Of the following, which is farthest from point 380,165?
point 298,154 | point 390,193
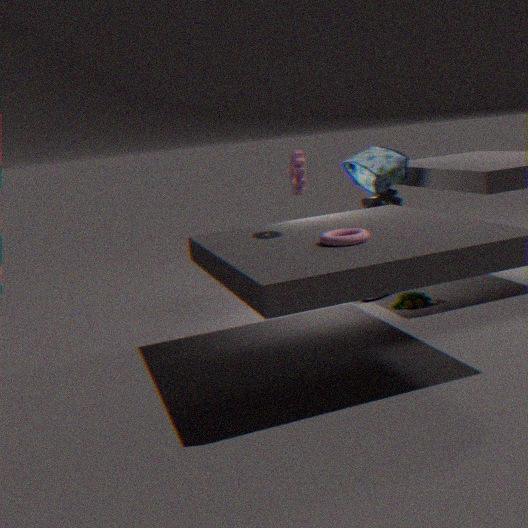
point 298,154
